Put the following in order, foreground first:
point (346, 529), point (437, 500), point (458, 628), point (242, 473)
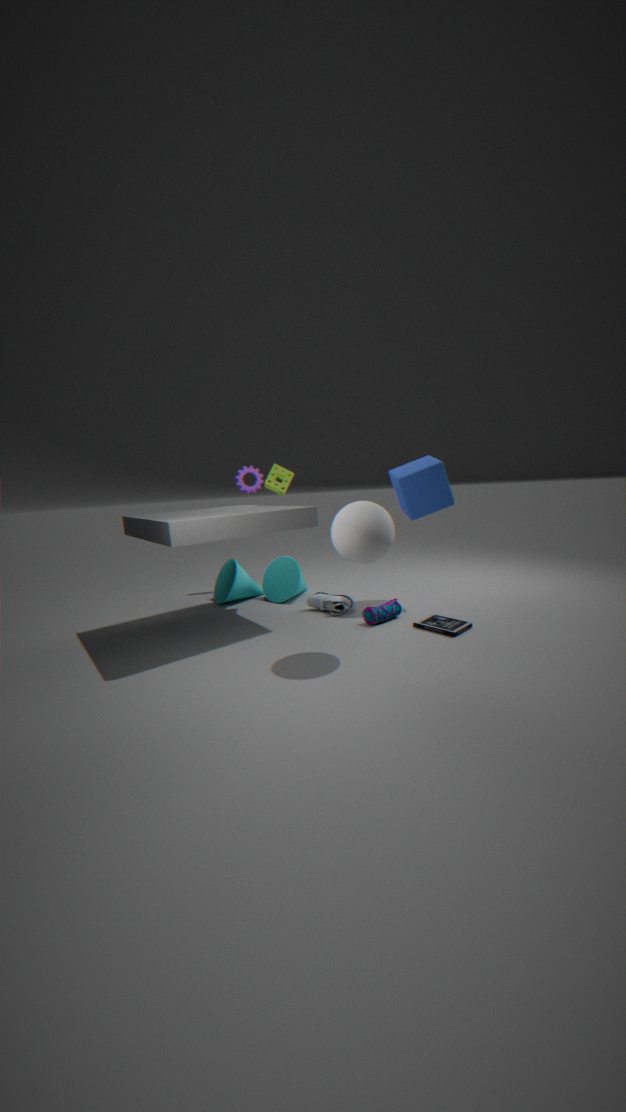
point (346, 529) → point (458, 628) → point (437, 500) → point (242, 473)
